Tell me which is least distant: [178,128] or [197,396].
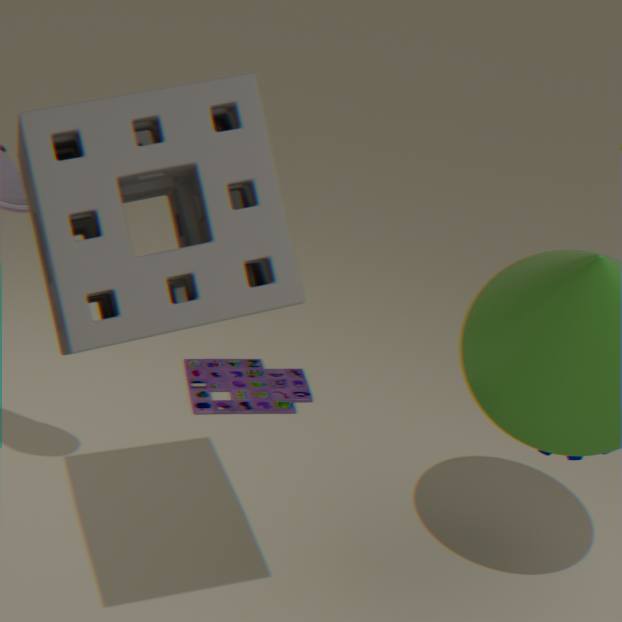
[178,128]
